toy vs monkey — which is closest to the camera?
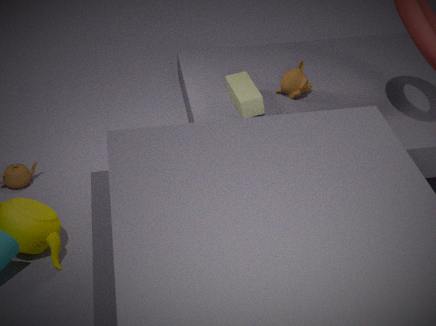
toy
